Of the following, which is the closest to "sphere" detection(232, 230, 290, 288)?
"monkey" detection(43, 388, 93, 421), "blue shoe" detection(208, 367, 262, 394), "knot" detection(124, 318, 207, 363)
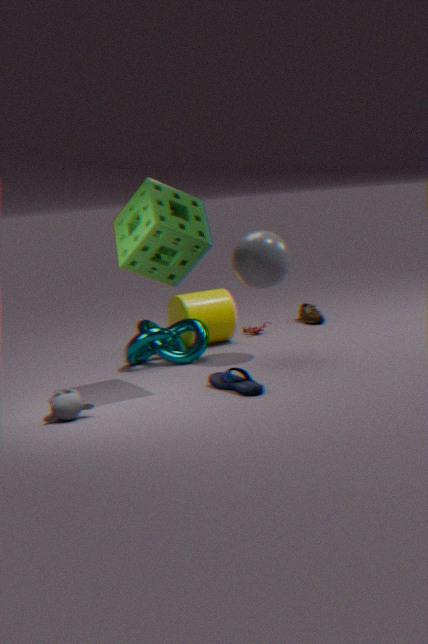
"knot" detection(124, 318, 207, 363)
